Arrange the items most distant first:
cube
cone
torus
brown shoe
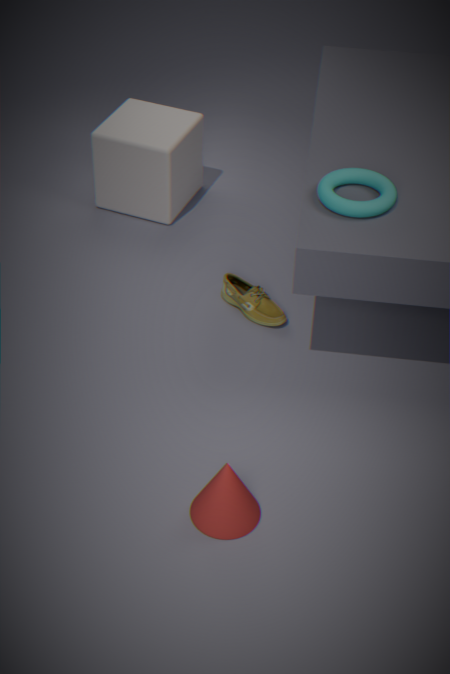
cube < brown shoe < torus < cone
